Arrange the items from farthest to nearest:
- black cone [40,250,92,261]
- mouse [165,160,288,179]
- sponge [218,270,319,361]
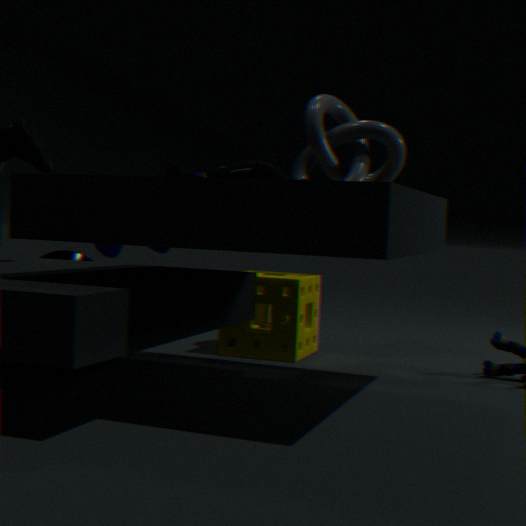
black cone [40,250,92,261] → sponge [218,270,319,361] → mouse [165,160,288,179]
